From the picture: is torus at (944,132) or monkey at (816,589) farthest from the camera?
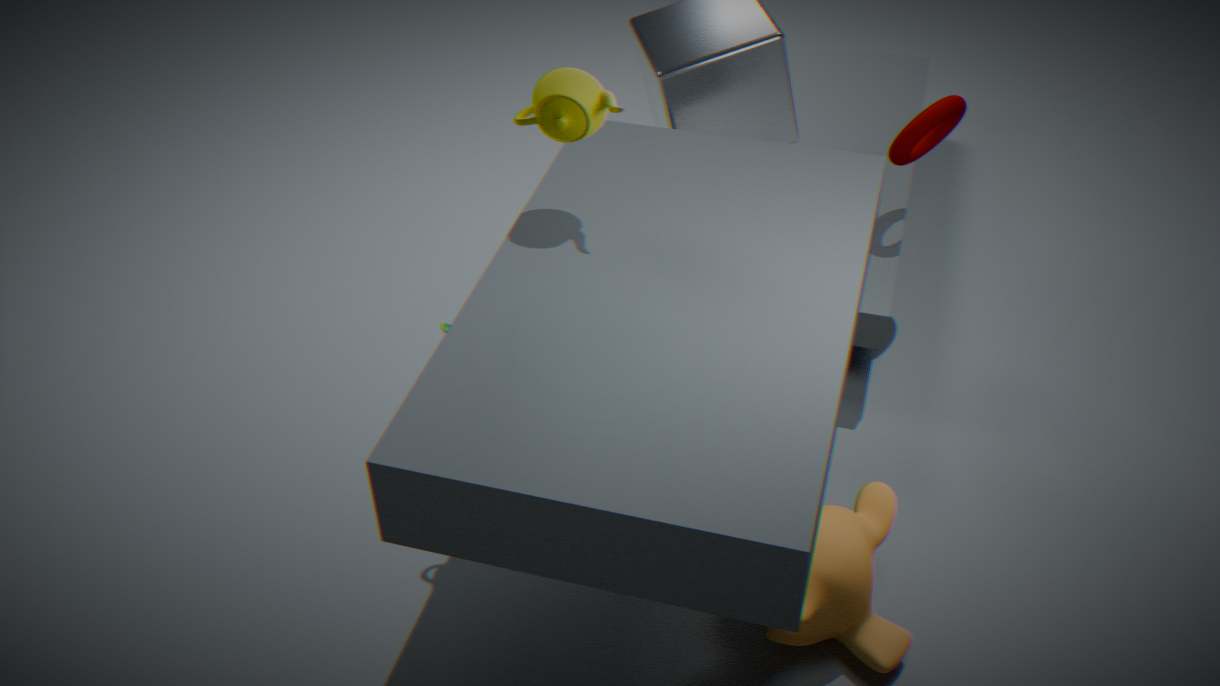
torus at (944,132)
